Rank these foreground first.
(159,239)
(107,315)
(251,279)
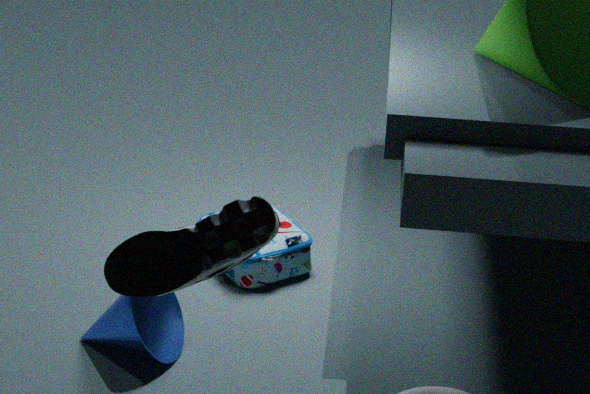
(159,239)
(107,315)
(251,279)
